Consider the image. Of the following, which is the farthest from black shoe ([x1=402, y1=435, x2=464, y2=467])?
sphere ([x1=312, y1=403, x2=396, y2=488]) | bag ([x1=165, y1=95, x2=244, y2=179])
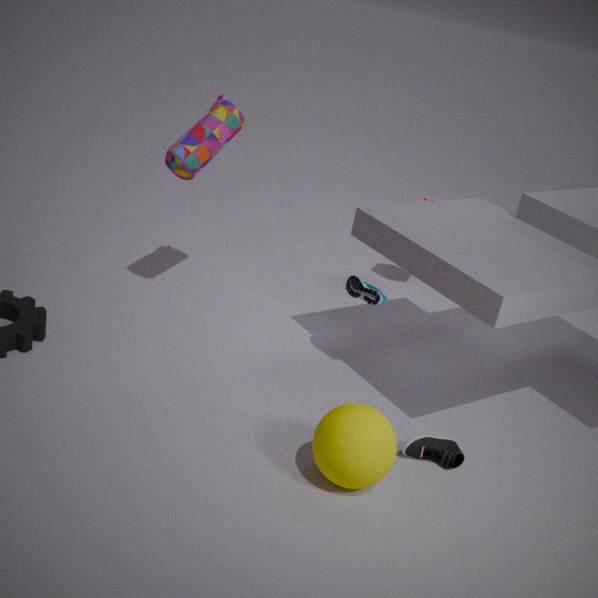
bag ([x1=165, y1=95, x2=244, y2=179])
